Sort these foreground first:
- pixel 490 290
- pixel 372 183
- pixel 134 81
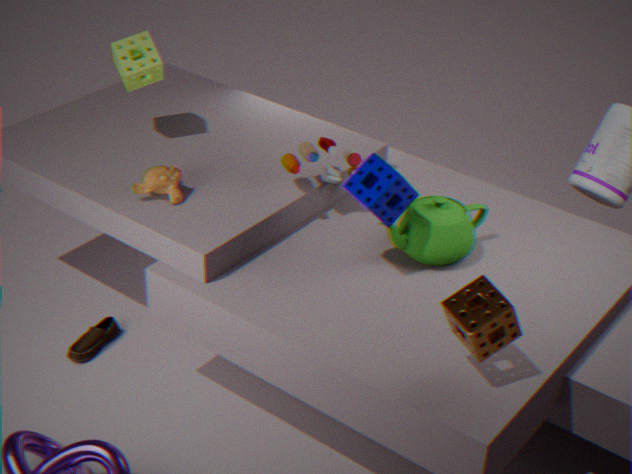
pixel 490 290
pixel 372 183
pixel 134 81
